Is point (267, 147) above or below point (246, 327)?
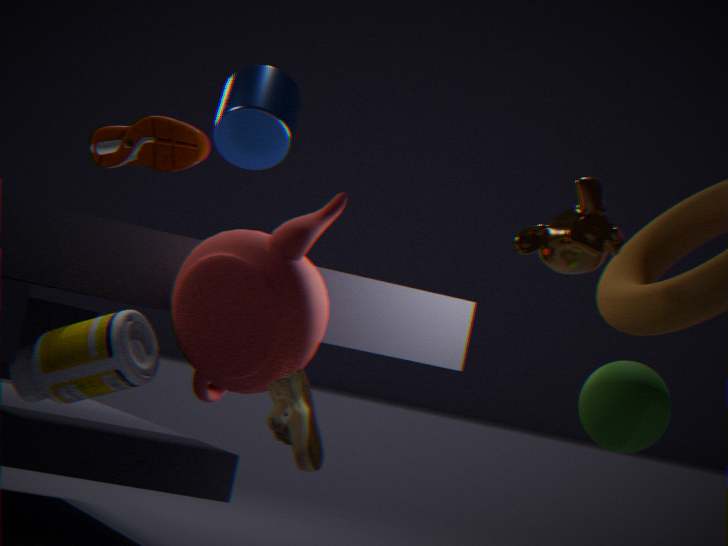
above
